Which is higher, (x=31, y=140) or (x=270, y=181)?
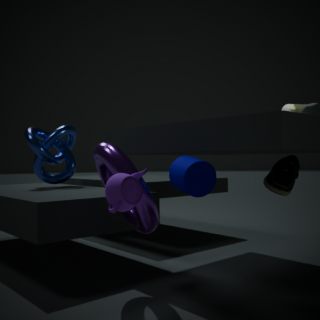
(x=31, y=140)
